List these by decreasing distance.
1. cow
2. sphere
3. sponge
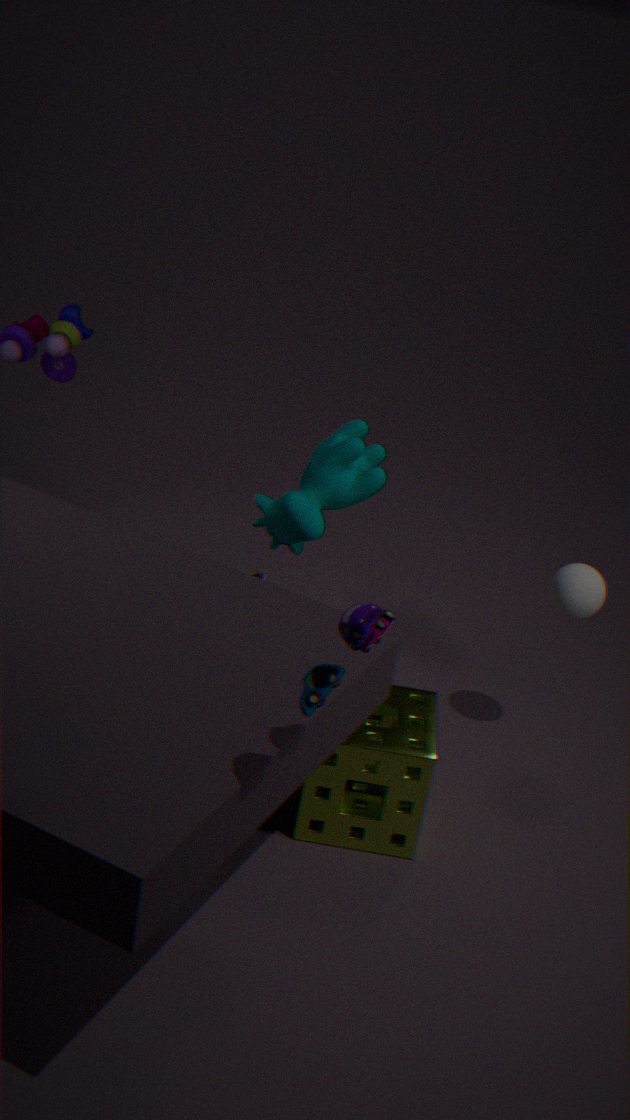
cow → sphere → sponge
